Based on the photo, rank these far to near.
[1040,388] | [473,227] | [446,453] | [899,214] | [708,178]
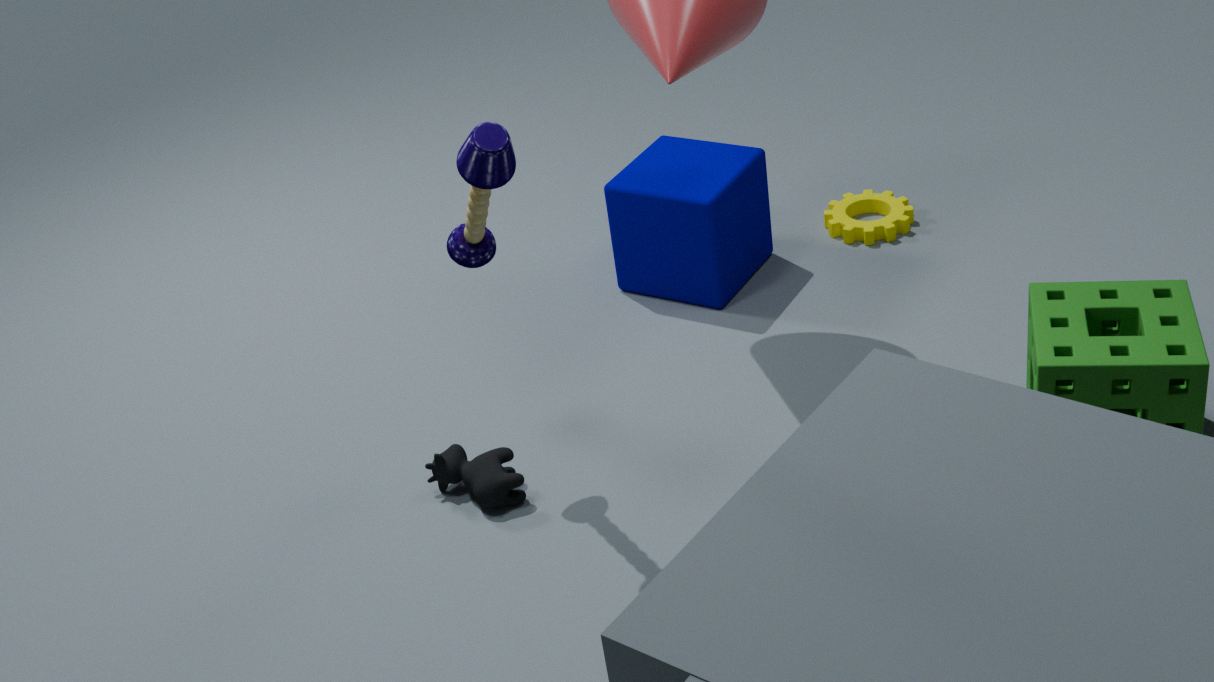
[899,214], [708,178], [446,453], [473,227], [1040,388]
